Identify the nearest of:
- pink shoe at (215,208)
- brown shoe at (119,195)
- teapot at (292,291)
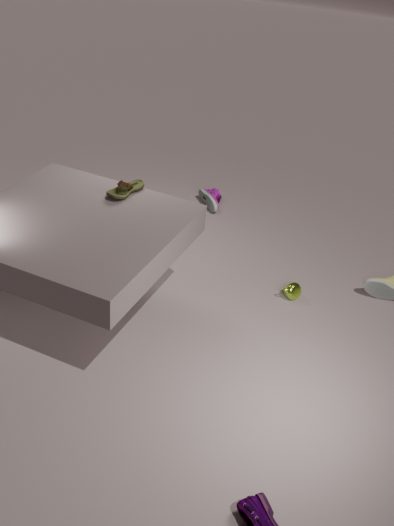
brown shoe at (119,195)
